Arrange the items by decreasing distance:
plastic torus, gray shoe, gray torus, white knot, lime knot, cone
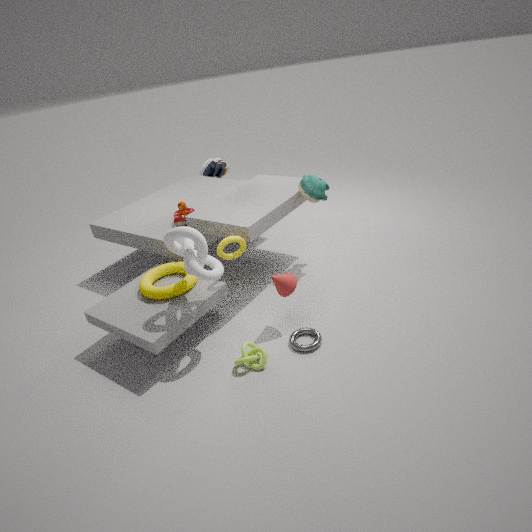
gray shoe < plastic torus < cone < gray torus < lime knot < white knot
